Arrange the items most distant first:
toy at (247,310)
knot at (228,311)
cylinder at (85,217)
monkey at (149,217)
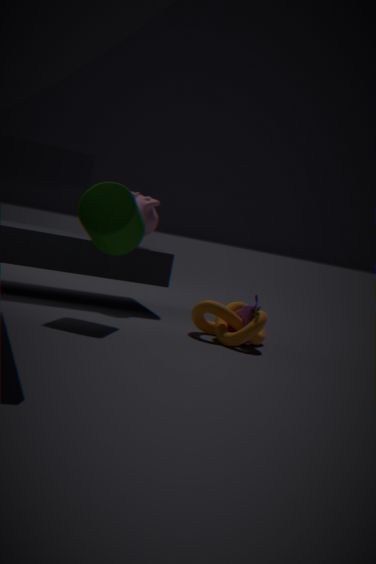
1. monkey at (149,217)
2. toy at (247,310)
3. knot at (228,311)
4. cylinder at (85,217)
